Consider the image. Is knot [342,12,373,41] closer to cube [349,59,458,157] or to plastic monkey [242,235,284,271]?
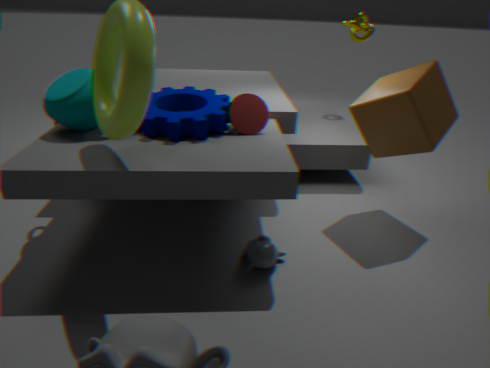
cube [349,59,458,157]
